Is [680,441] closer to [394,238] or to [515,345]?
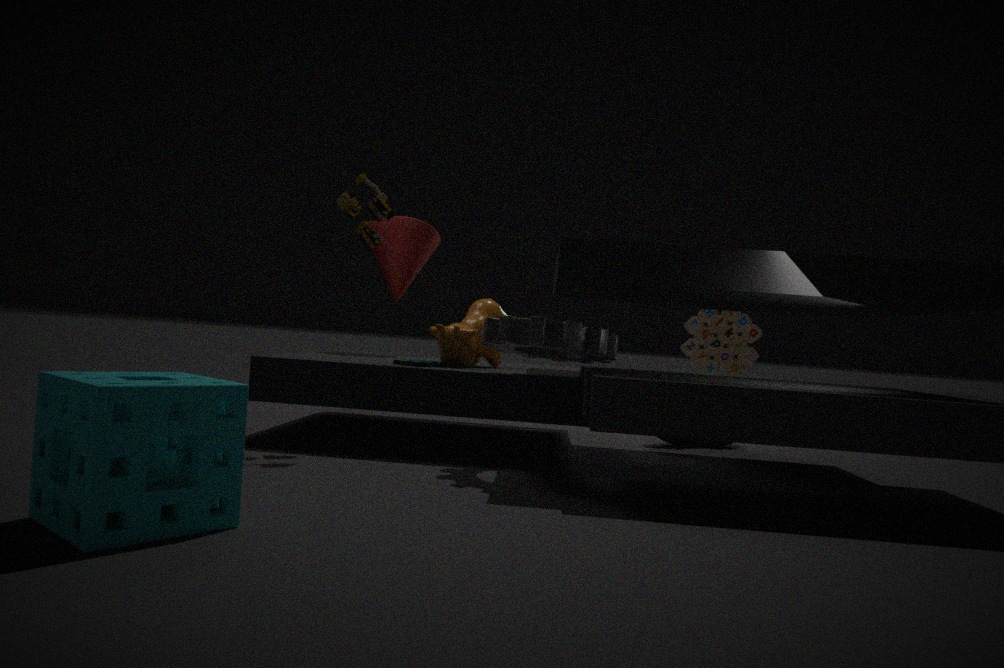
[515,345]
